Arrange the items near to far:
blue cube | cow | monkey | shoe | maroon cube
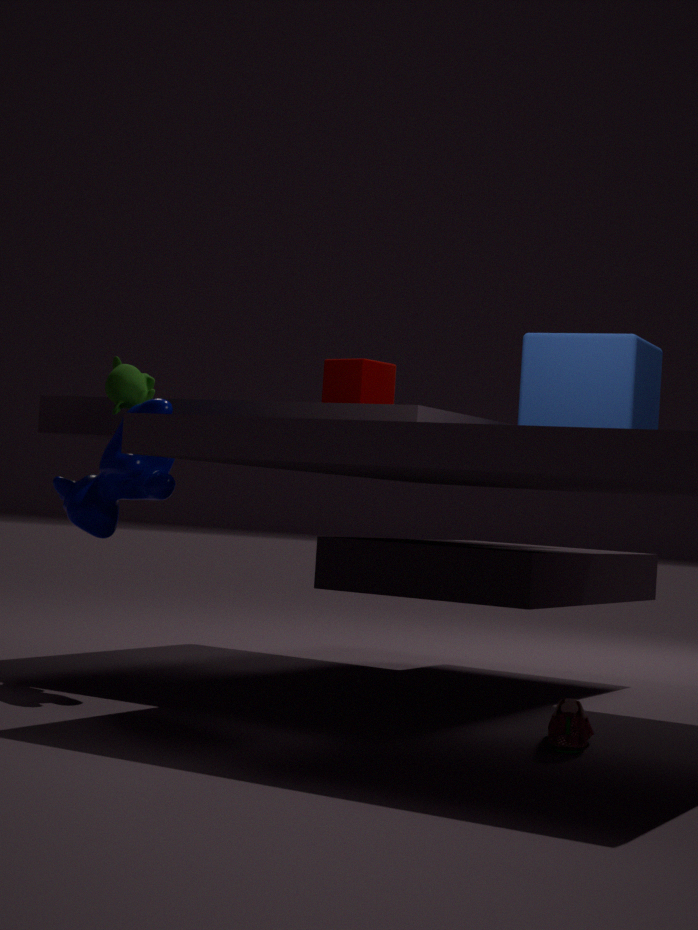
Answer: shoe
cow
blue cube
monkey
maroon cube
